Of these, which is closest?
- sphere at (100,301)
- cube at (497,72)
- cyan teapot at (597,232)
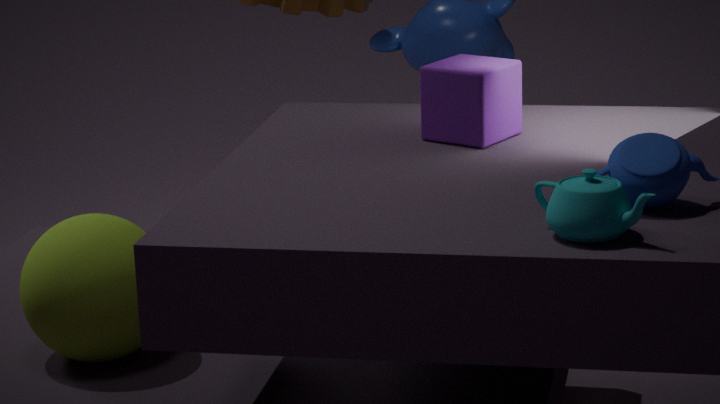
cyan teapot at (597,232)
